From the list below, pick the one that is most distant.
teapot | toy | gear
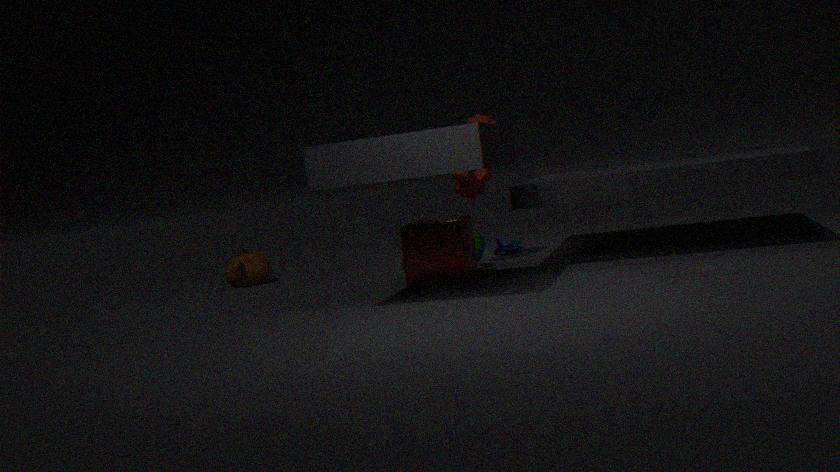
teapot
